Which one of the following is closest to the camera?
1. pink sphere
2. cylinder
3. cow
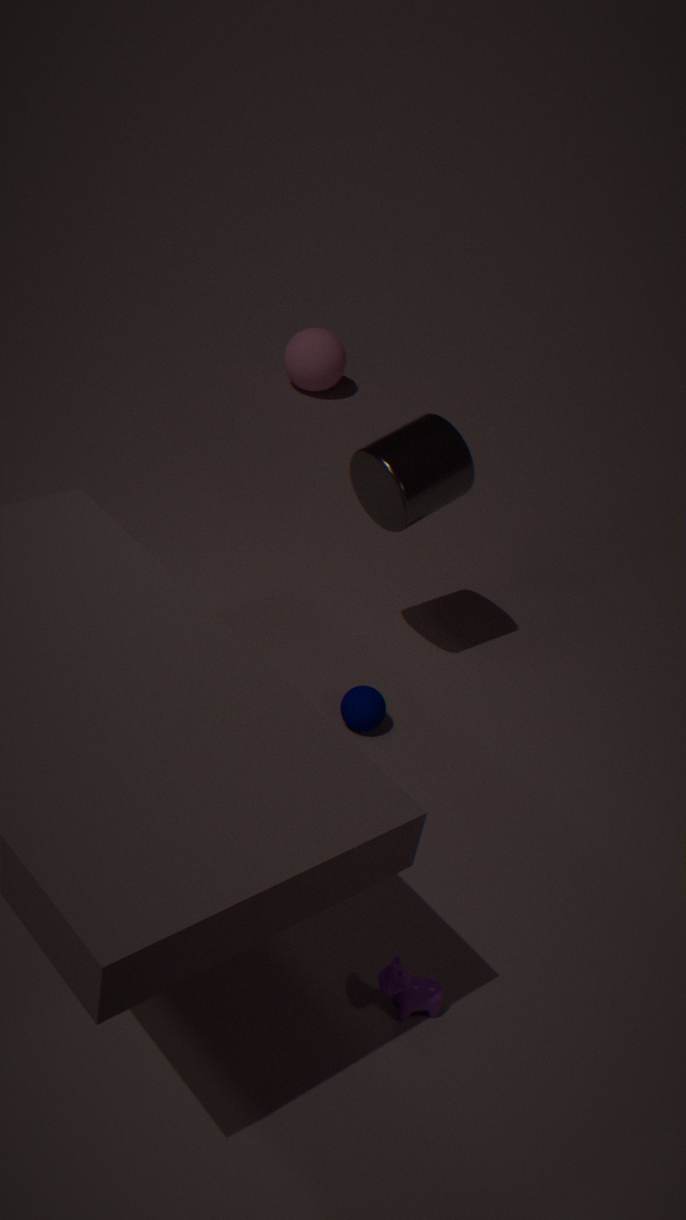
cow
